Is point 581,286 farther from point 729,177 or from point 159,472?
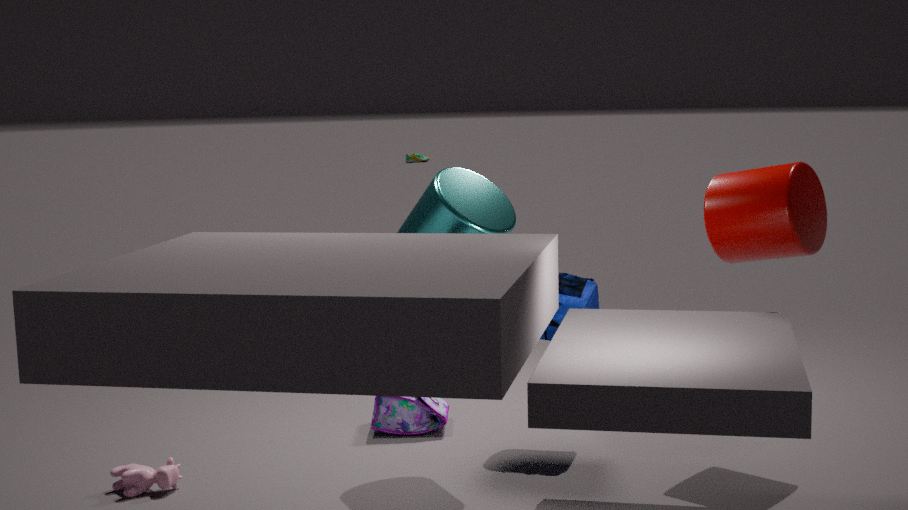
point 159,472
